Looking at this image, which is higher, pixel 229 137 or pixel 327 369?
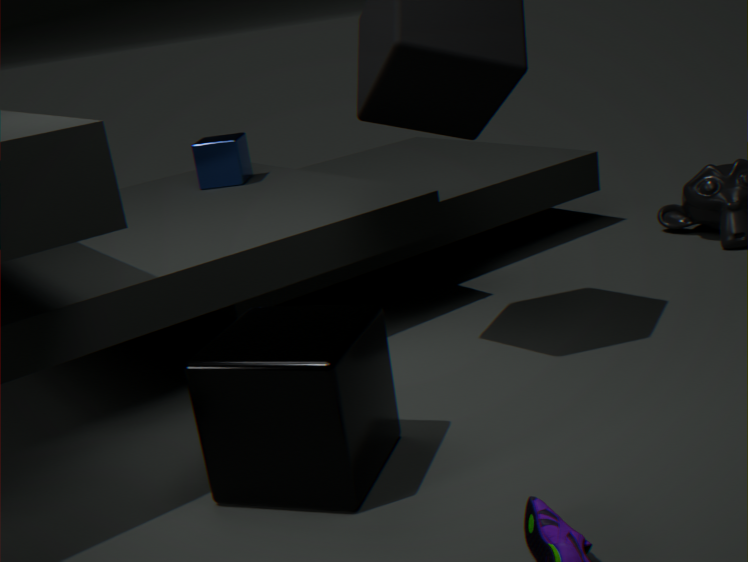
pixel 229 137
